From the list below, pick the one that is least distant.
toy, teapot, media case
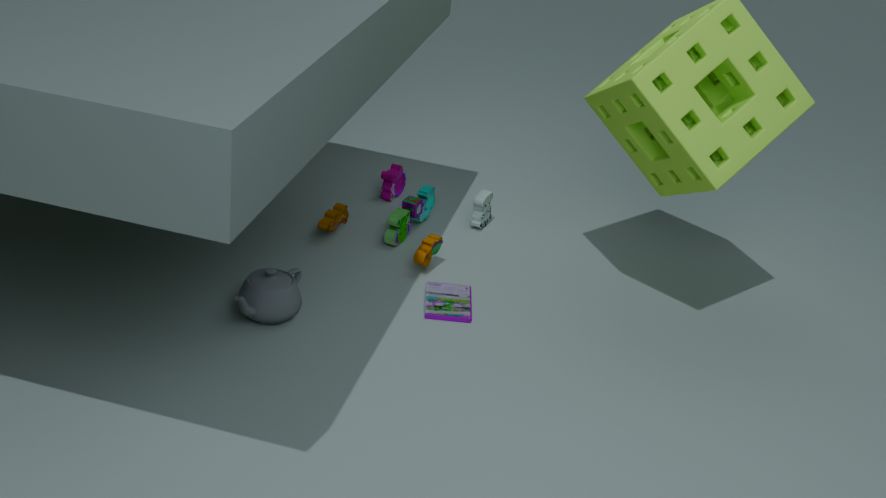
teapot
